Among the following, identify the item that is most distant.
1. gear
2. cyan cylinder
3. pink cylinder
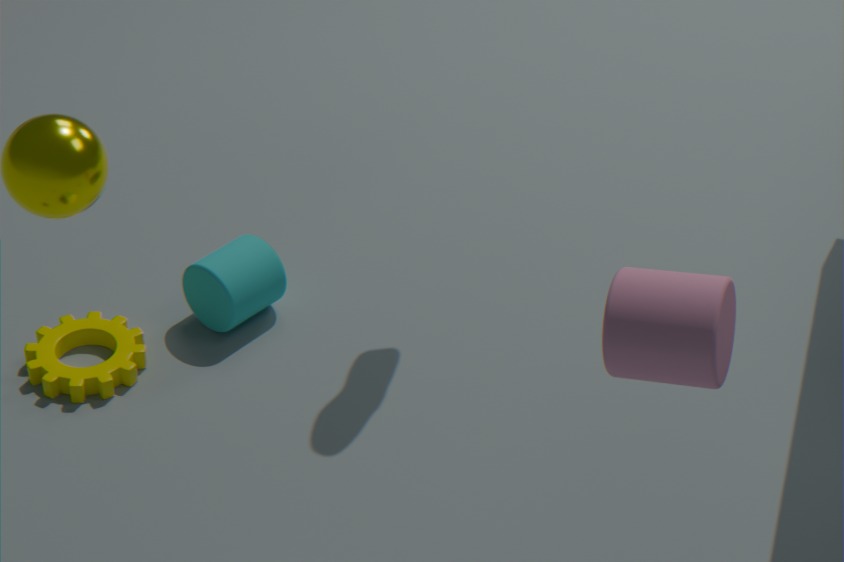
cyan cylinder
